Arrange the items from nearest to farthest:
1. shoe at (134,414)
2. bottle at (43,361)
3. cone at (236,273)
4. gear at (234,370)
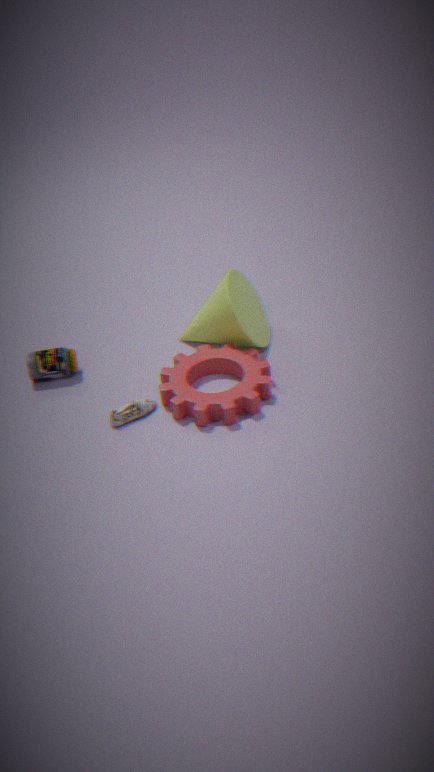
gear at (234,370), shoe at (134,414), cone at (236,273), bottle at (43,361)
